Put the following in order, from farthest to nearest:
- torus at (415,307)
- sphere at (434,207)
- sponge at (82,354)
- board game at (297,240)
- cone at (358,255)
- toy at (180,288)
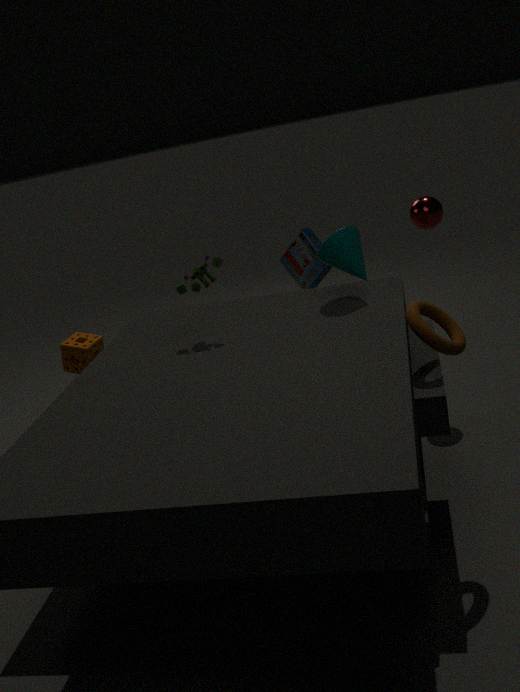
sponge at (82,354) < sphere at (434,207) < board game at (297,240) < cone at (358,255) < toy at (180,288) < torus at (415,307)
